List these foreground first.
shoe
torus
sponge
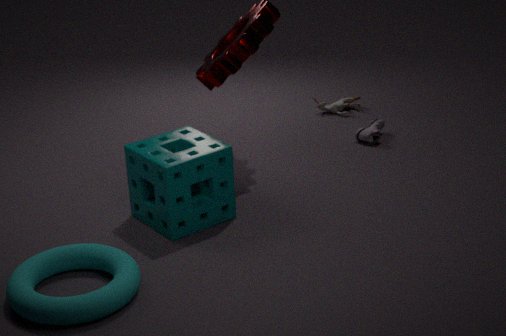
torus < sponge < shoe
